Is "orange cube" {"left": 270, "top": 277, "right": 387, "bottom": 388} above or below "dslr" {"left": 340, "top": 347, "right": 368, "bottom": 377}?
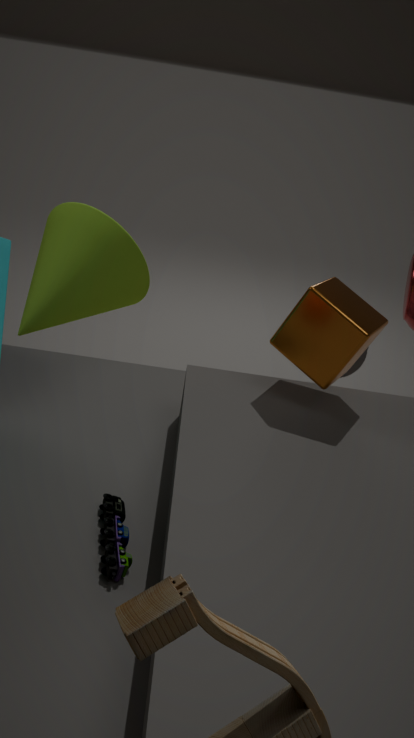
above
